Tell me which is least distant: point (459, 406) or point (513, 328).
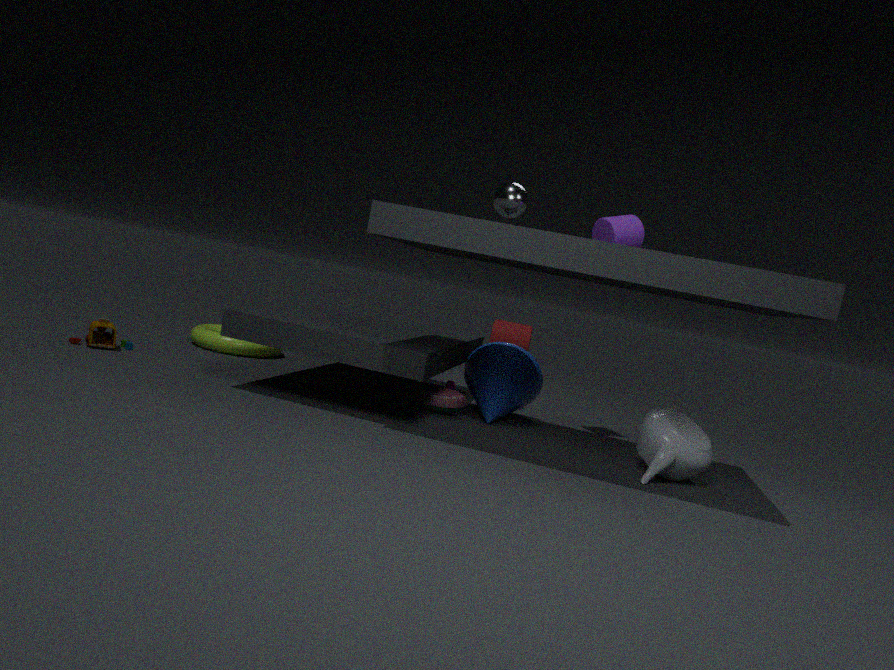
point (459, 406)
